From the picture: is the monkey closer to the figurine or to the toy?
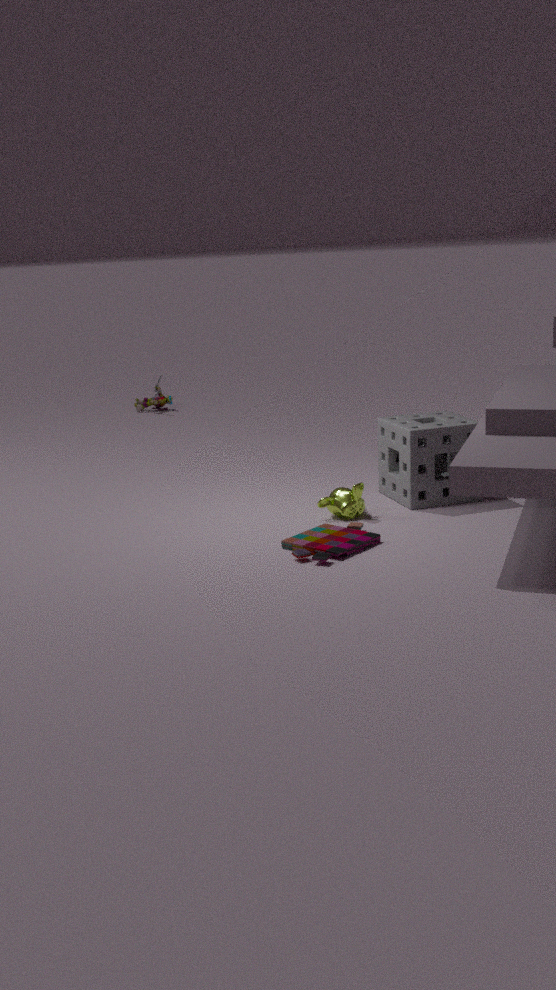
the toy
